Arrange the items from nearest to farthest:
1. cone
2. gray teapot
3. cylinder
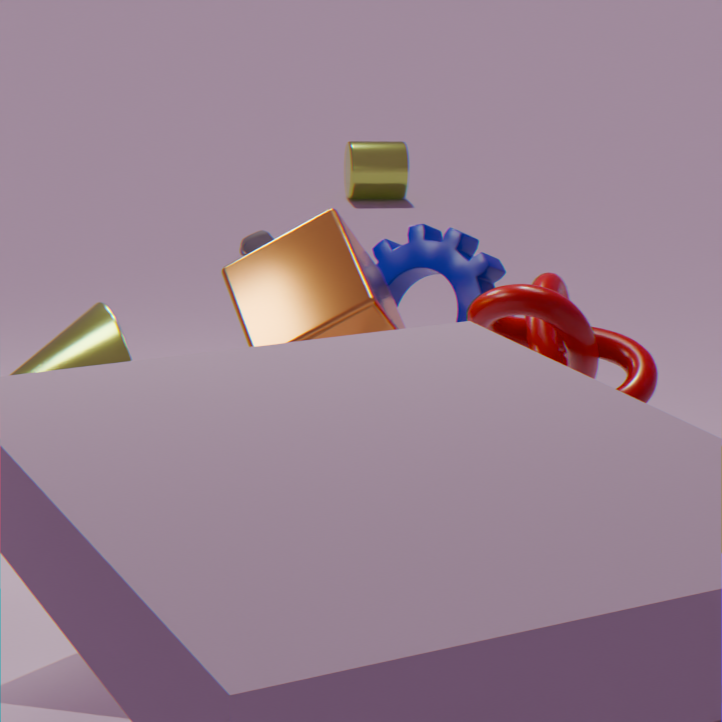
cone < gray teapot < cylinder
